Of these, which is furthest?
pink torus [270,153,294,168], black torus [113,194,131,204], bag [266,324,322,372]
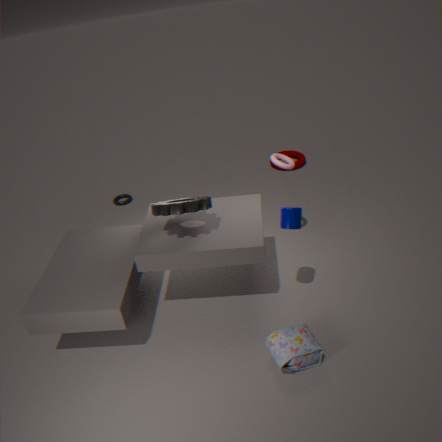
black torus [113,194,131,204]
